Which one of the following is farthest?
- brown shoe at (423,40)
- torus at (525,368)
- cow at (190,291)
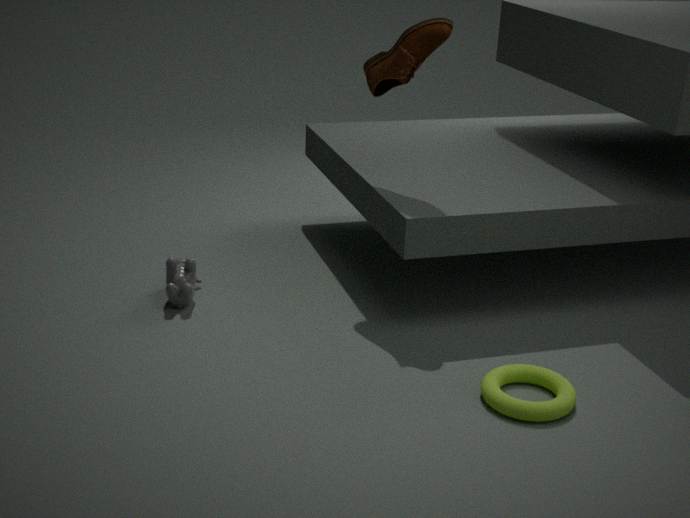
cow at (190,291)
